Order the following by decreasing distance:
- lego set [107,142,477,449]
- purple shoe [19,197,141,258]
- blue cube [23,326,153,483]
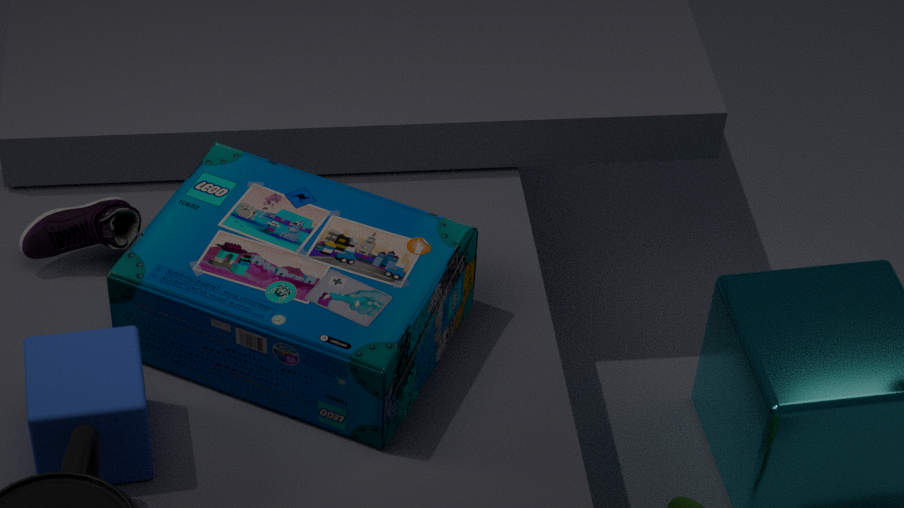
1. purple shoe [19,197,141,258]
2. lego set [107,142,477,449]
3. blue cube [23,326,153,483]
